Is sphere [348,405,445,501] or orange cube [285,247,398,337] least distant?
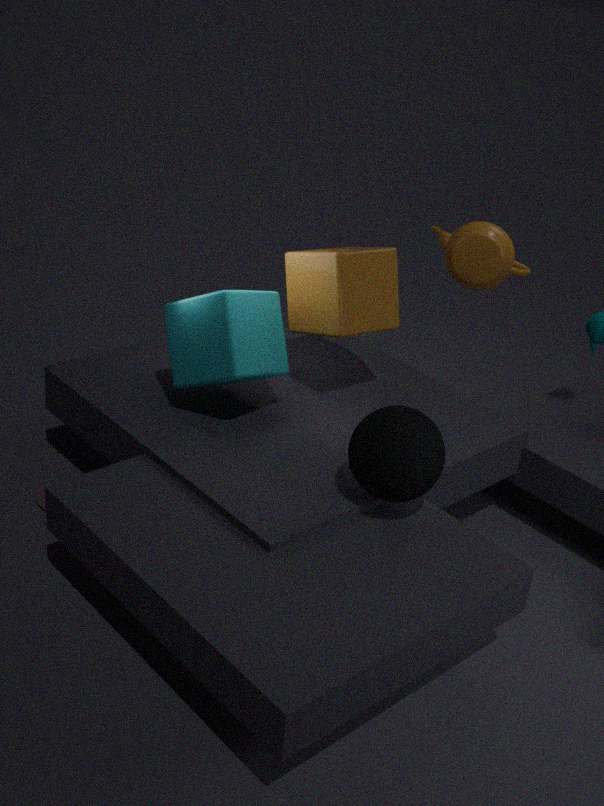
sphere [348,405,445,501]
